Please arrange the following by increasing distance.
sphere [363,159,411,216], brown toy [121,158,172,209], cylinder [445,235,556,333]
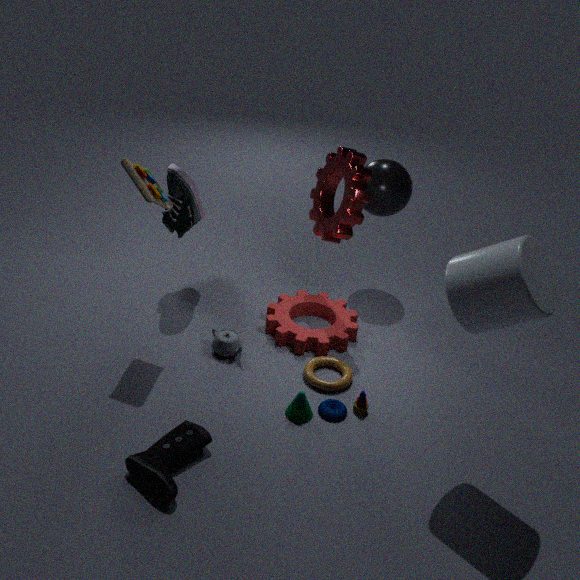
cylinder [445,235,556,333] → brown toy [121,158,172,209] → sphere [363,159,411,216]
